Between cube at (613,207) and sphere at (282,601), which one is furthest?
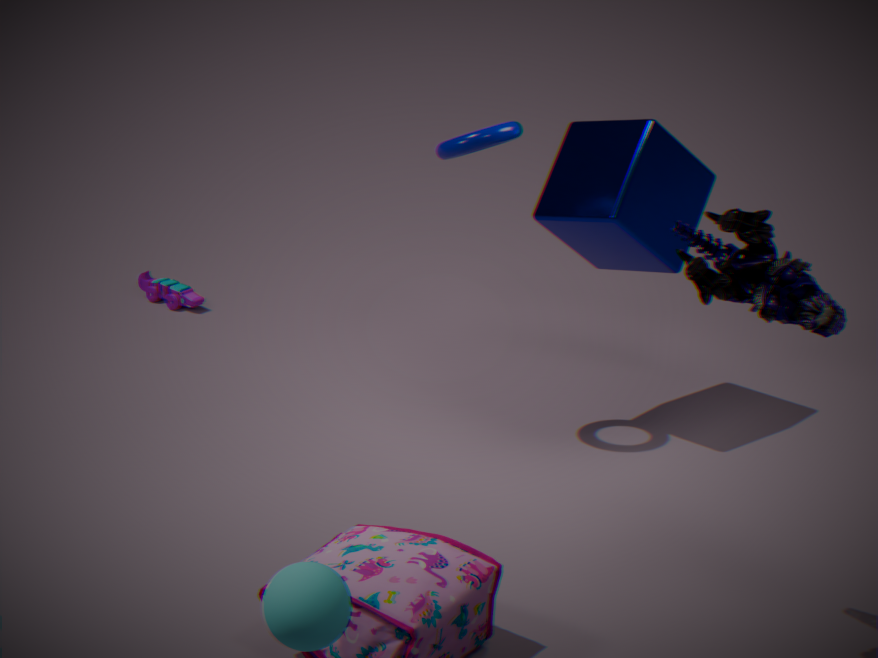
cube at (613,207)
